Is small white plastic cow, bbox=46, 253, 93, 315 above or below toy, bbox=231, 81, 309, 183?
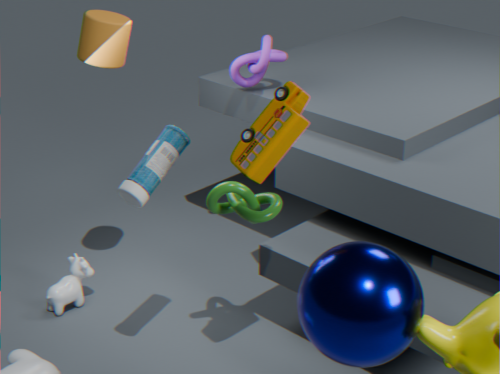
below
